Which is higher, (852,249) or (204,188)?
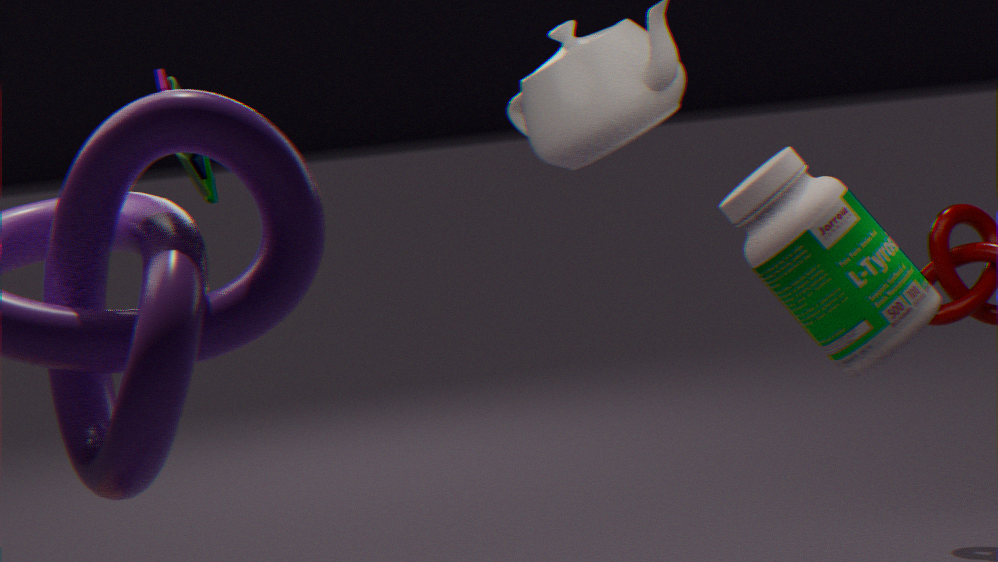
(204,188)
